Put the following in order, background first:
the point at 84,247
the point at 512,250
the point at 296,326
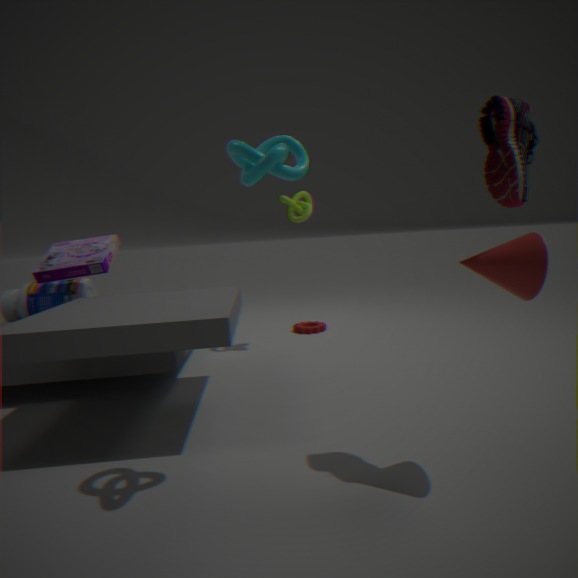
the point at 296,326
the point at 84,247
the point at 512,250
